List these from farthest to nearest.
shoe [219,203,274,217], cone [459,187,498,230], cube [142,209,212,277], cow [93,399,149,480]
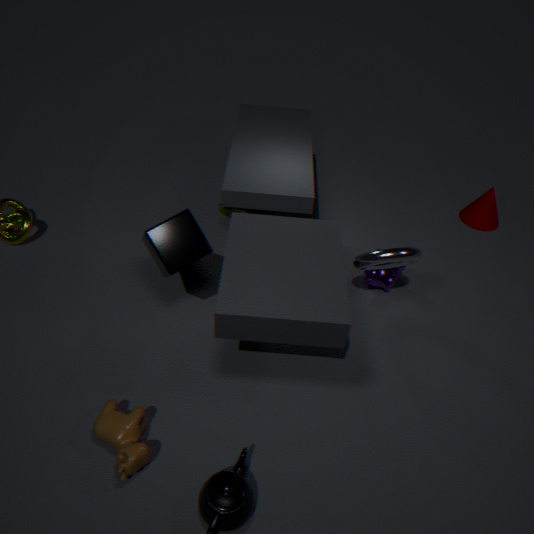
cone [459,187,498,230]
shoe [219,203,274,217]
cube [142,209,212,277]
cow [93,399,149,480]
